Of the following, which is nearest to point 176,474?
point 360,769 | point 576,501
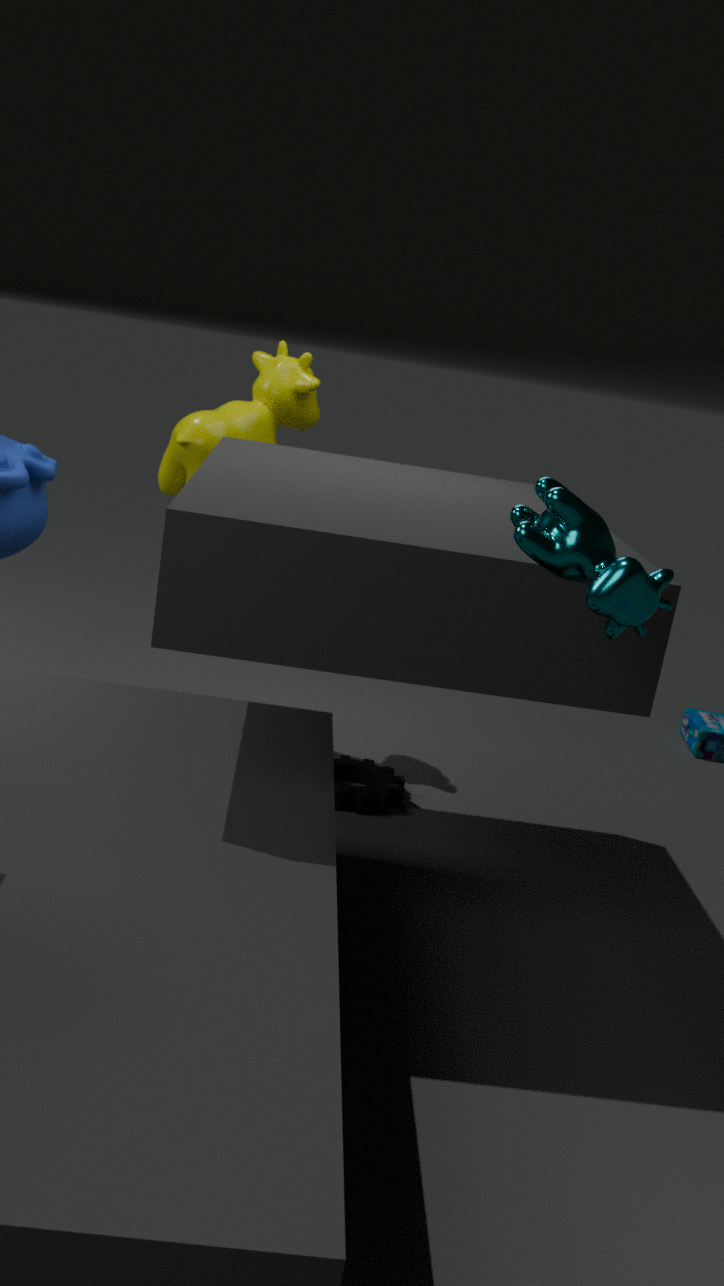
point 360,769
